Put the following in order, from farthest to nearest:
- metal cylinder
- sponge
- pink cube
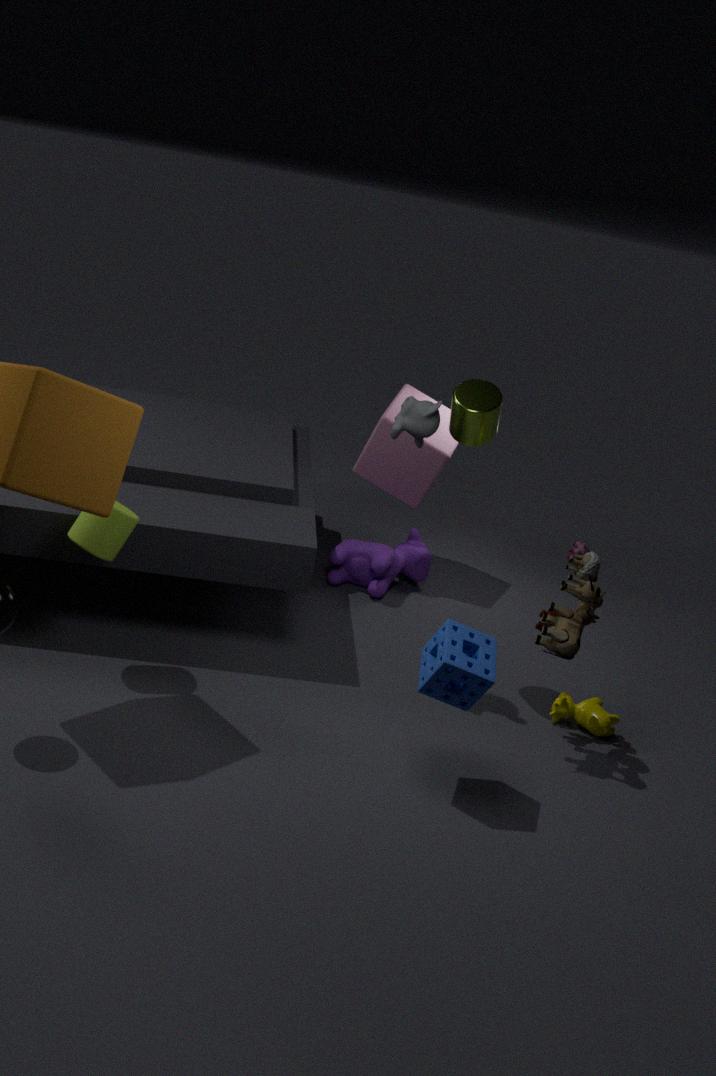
pink cube
metal cylinder
sponge
